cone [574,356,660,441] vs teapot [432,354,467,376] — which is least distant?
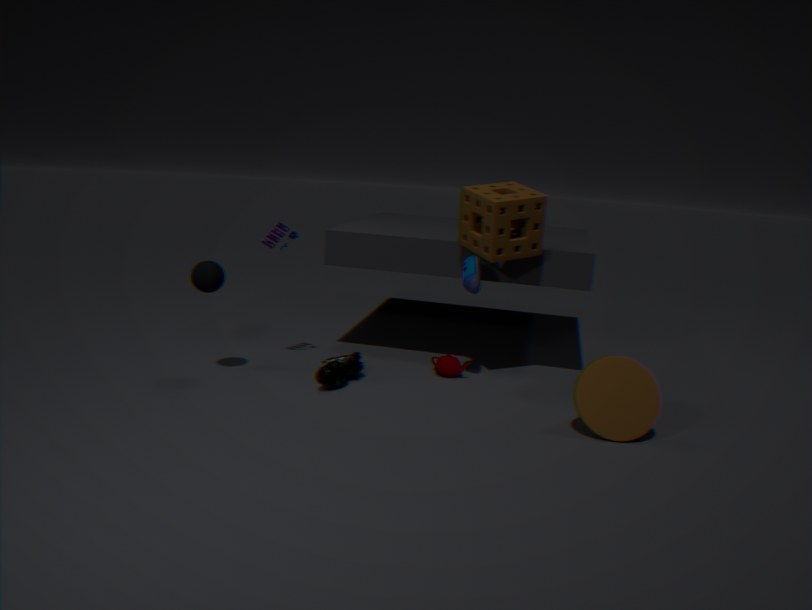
cone [574,356,660,441]
